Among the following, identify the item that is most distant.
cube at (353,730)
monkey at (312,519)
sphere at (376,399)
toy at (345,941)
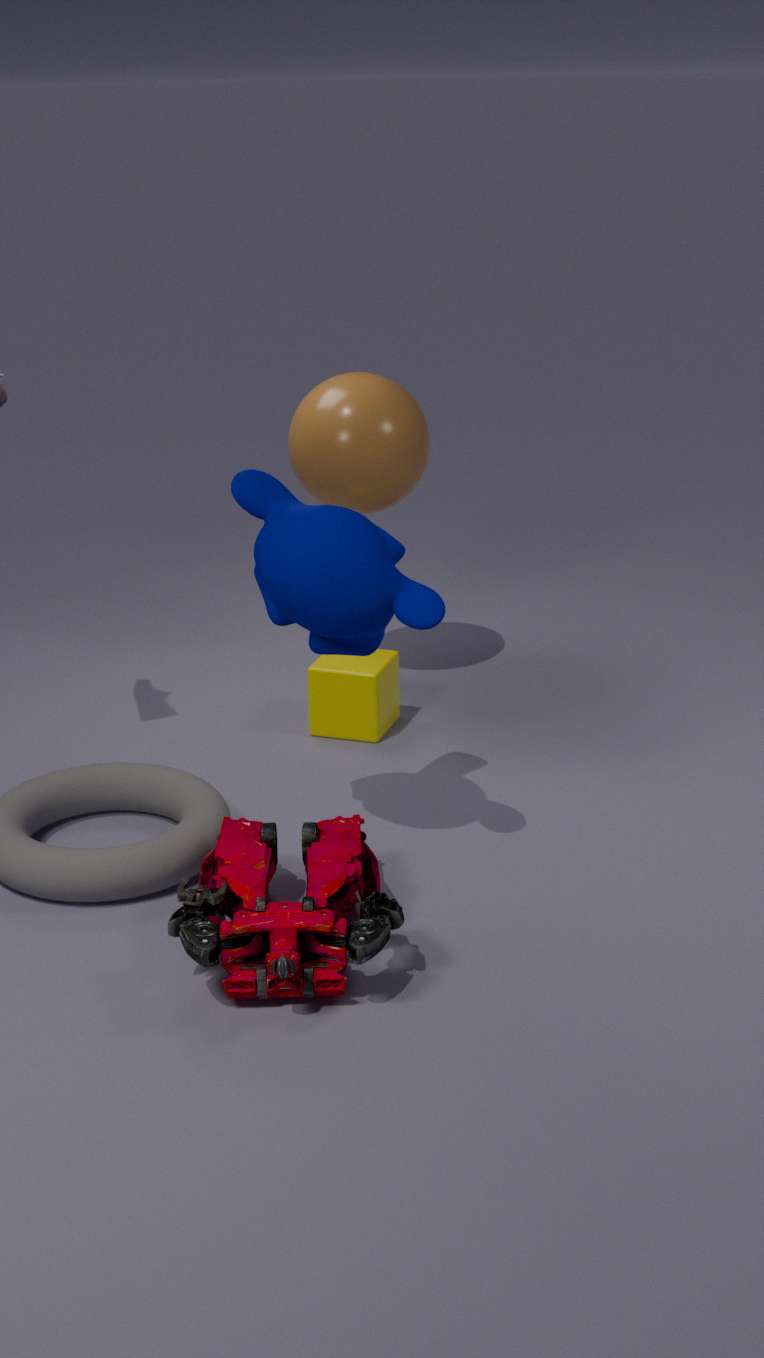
sphere at (376,399)
